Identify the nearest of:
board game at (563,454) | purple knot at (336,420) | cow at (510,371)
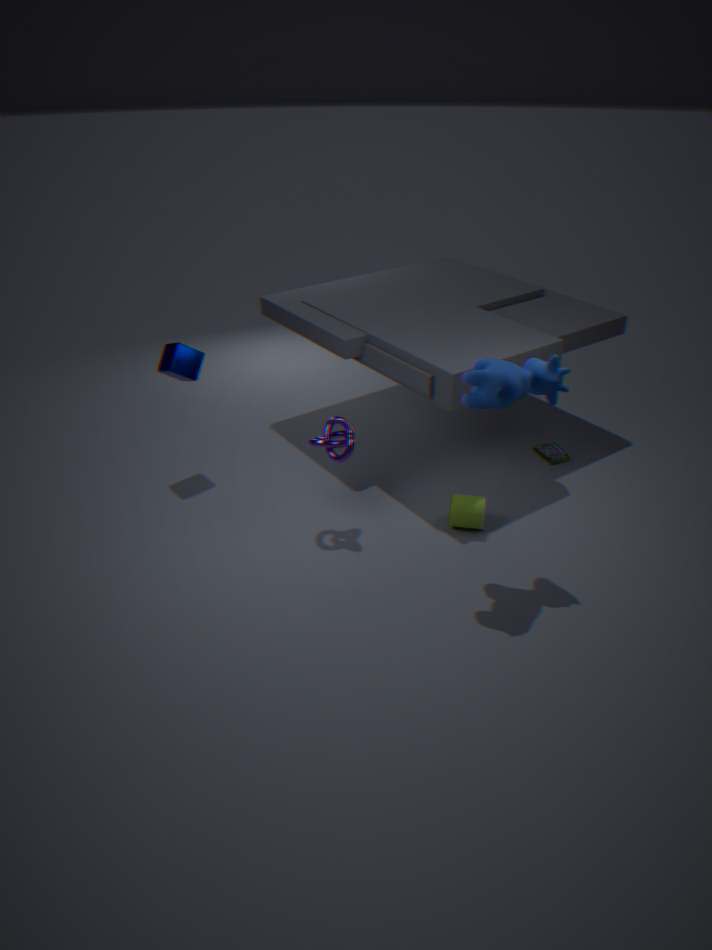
cow at (510,371)
